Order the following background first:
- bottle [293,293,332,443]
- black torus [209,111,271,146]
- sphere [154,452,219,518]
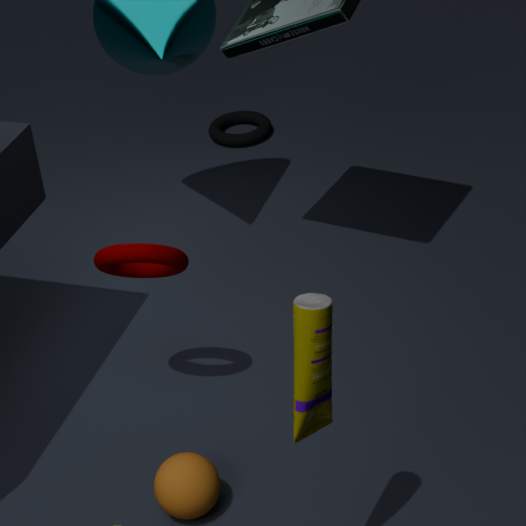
1. black torus [209,111,271,146]
2. sphere [154,452,219,518]
3. bottle [293,293,332,443]
